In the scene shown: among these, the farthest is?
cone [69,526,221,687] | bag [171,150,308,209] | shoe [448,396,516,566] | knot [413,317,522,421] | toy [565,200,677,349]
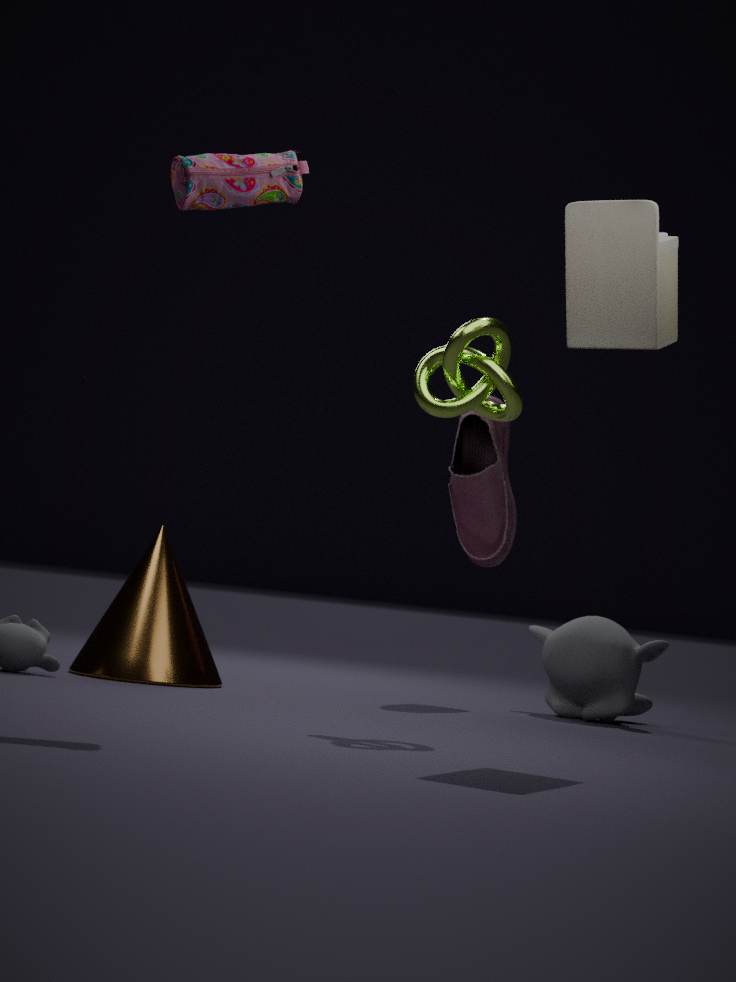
shoe [448,396,516,566]
